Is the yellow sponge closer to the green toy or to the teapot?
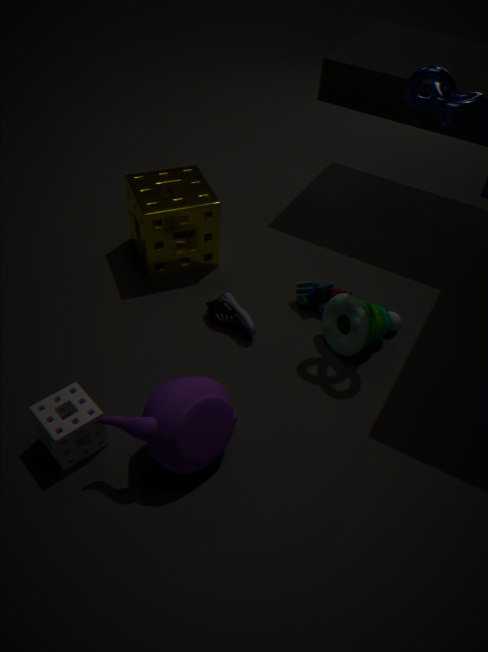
the green toy
